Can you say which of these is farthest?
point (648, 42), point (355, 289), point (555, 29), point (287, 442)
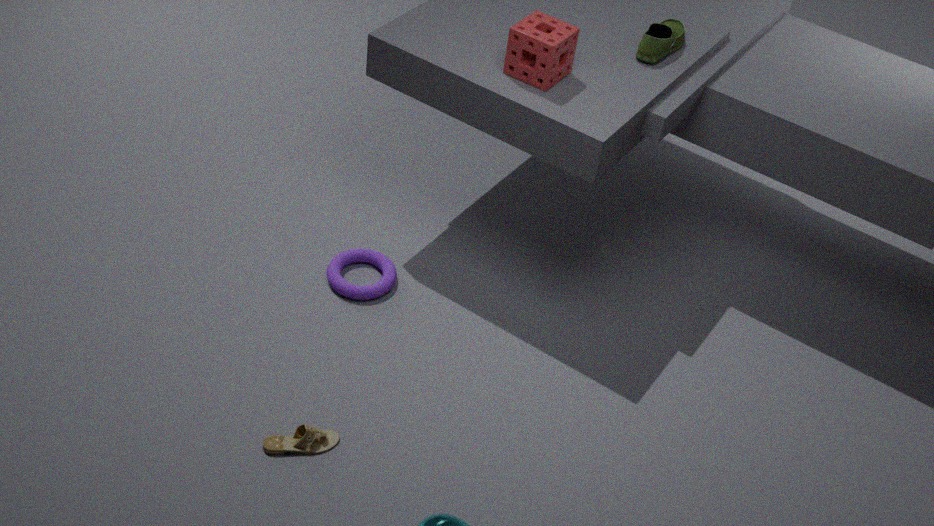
point (355, 289)
